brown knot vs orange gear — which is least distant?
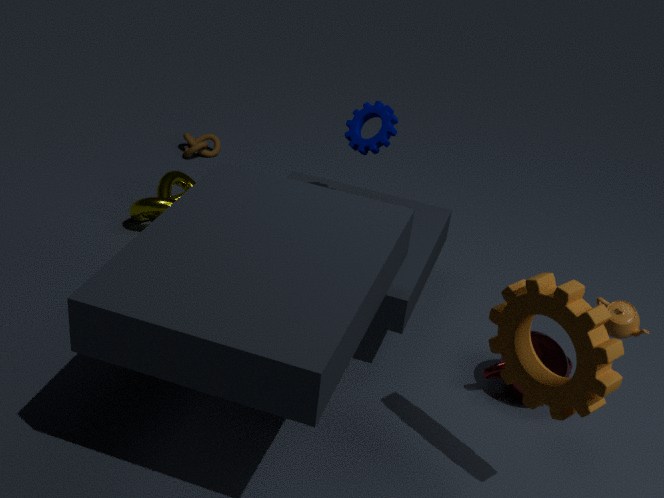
orange gear
